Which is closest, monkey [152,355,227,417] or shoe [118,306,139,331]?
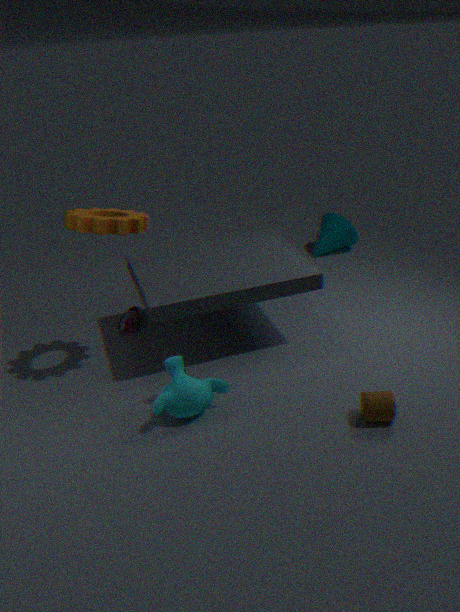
monkey [152,355,227,417]
